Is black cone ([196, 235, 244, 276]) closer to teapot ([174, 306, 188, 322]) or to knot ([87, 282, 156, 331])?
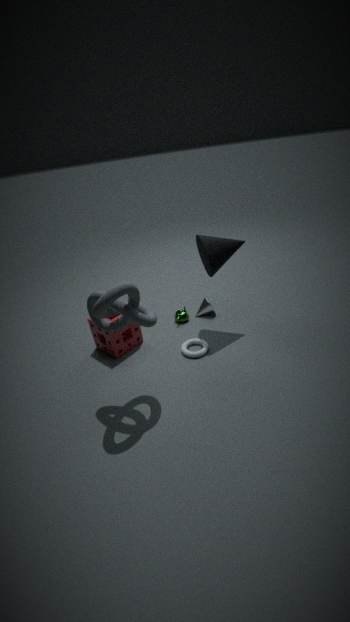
teapot ([174, 306, 188, 322])
